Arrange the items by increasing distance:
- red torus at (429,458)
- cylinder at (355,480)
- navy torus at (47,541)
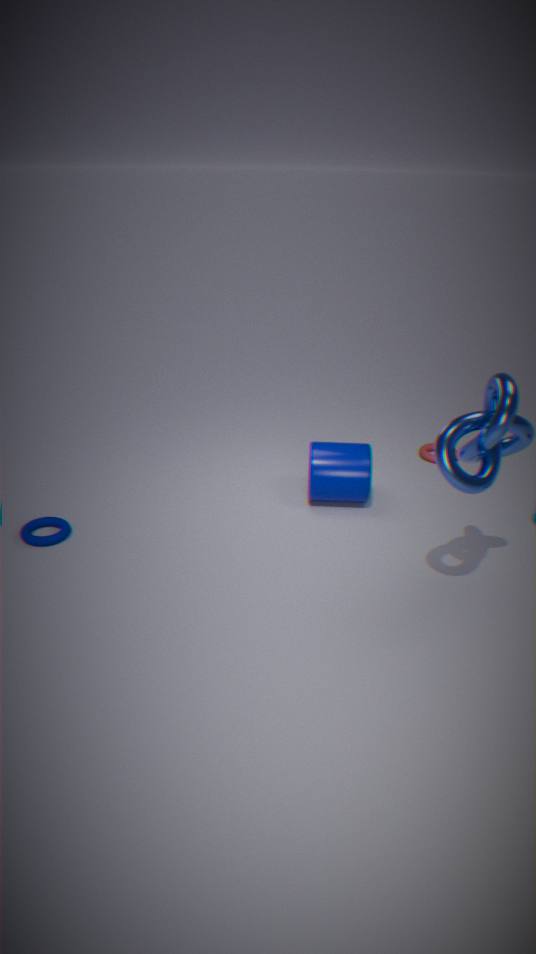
navy torus at (47,541), cylinder at (355,480), red torus at (429,458)
